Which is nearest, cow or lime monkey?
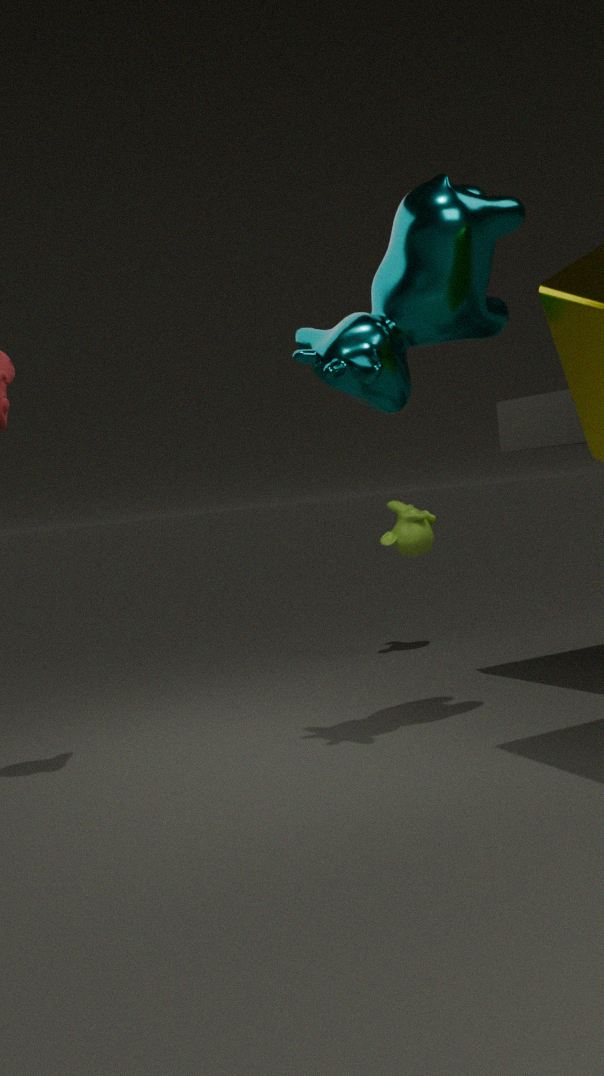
cow
